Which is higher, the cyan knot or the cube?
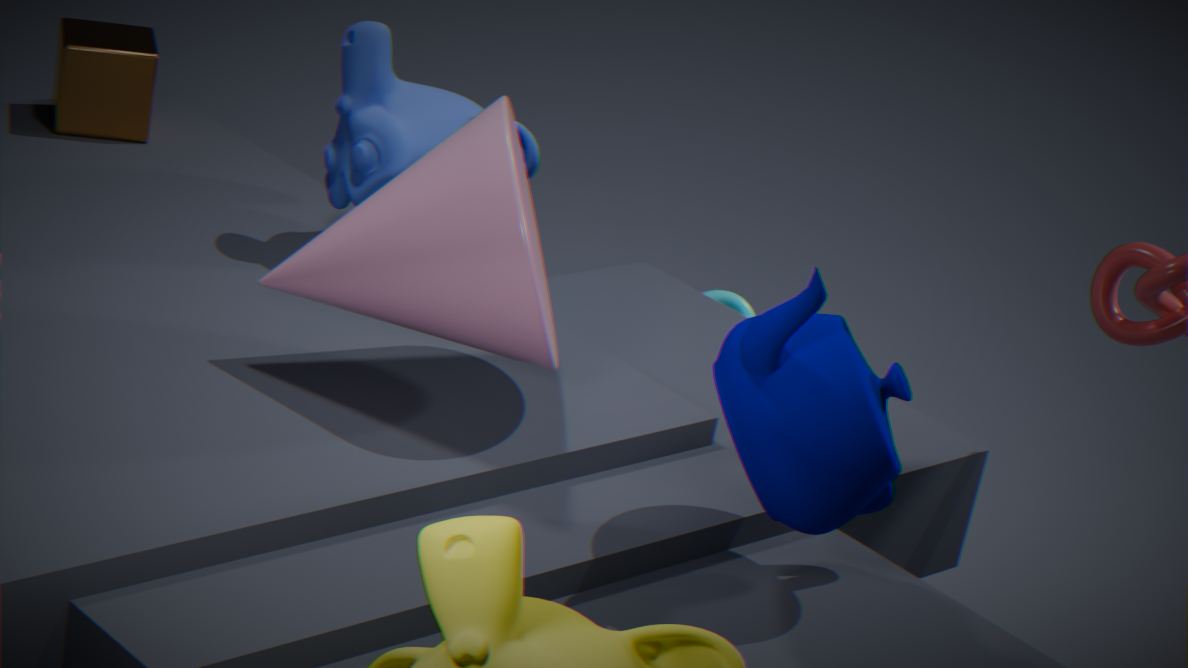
the cube
